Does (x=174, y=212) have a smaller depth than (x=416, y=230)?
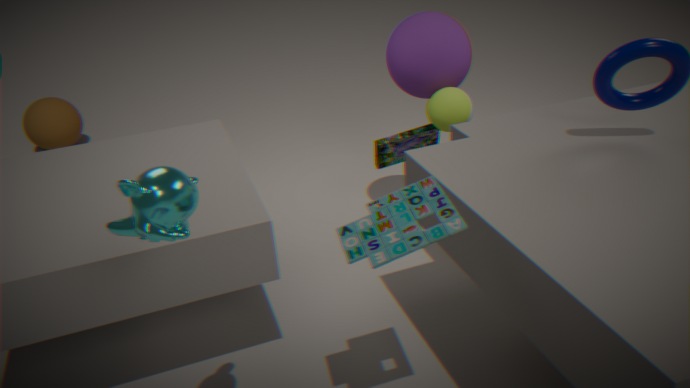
Yes
